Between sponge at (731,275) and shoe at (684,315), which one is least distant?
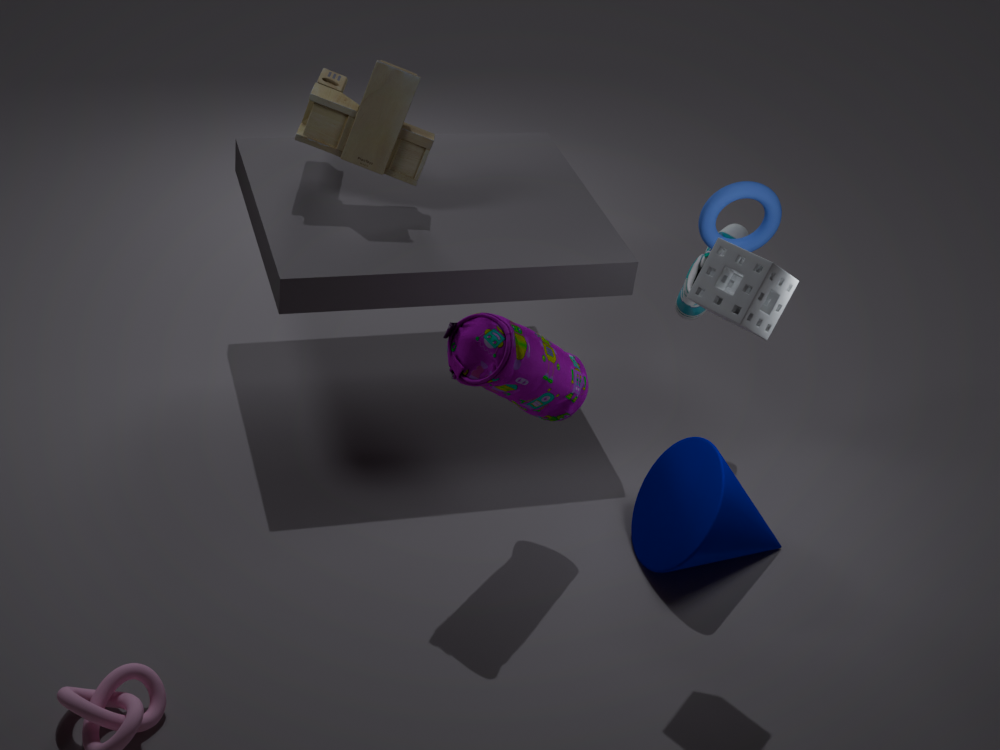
sponge at (731,275)
